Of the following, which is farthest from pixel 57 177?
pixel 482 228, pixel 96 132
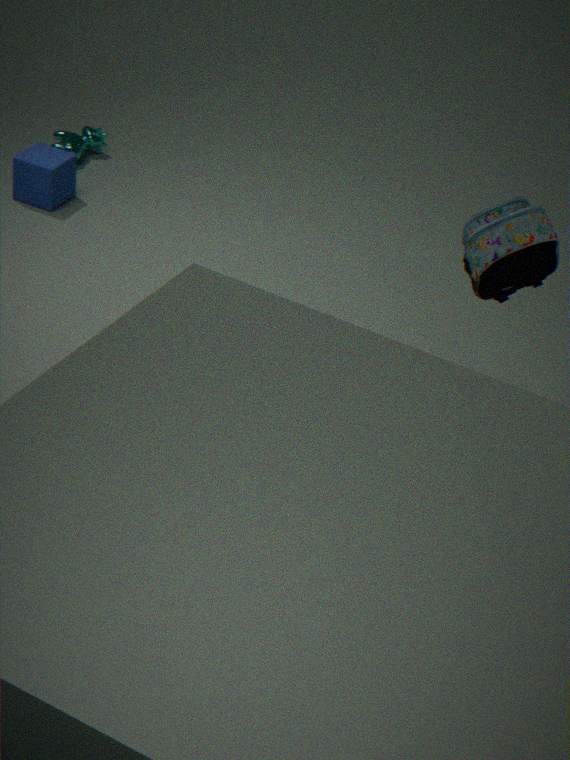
pixel 482 228
